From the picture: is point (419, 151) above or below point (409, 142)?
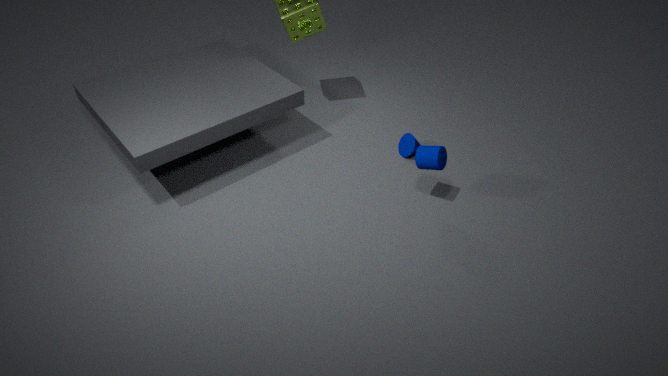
above
